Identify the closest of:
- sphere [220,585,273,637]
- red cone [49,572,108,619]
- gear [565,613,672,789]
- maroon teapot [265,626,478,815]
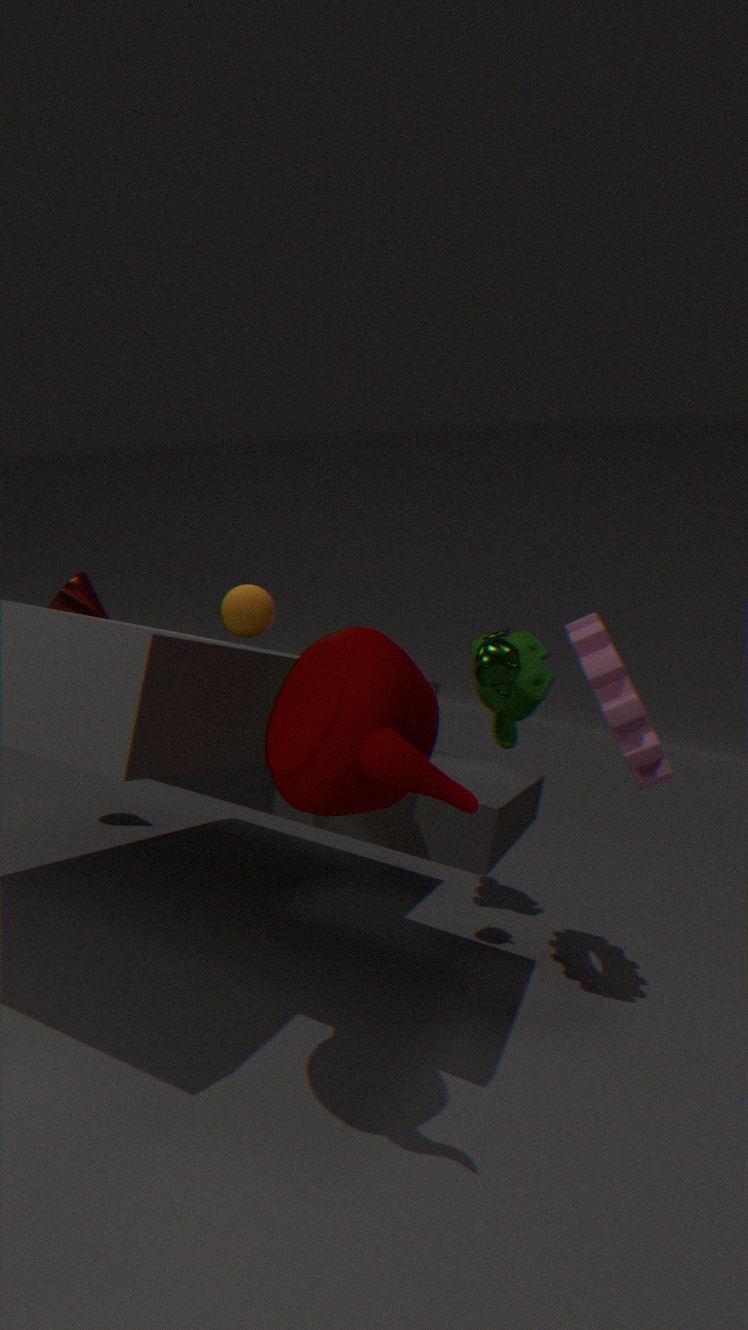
maroon teapot [265,626,478,815]
